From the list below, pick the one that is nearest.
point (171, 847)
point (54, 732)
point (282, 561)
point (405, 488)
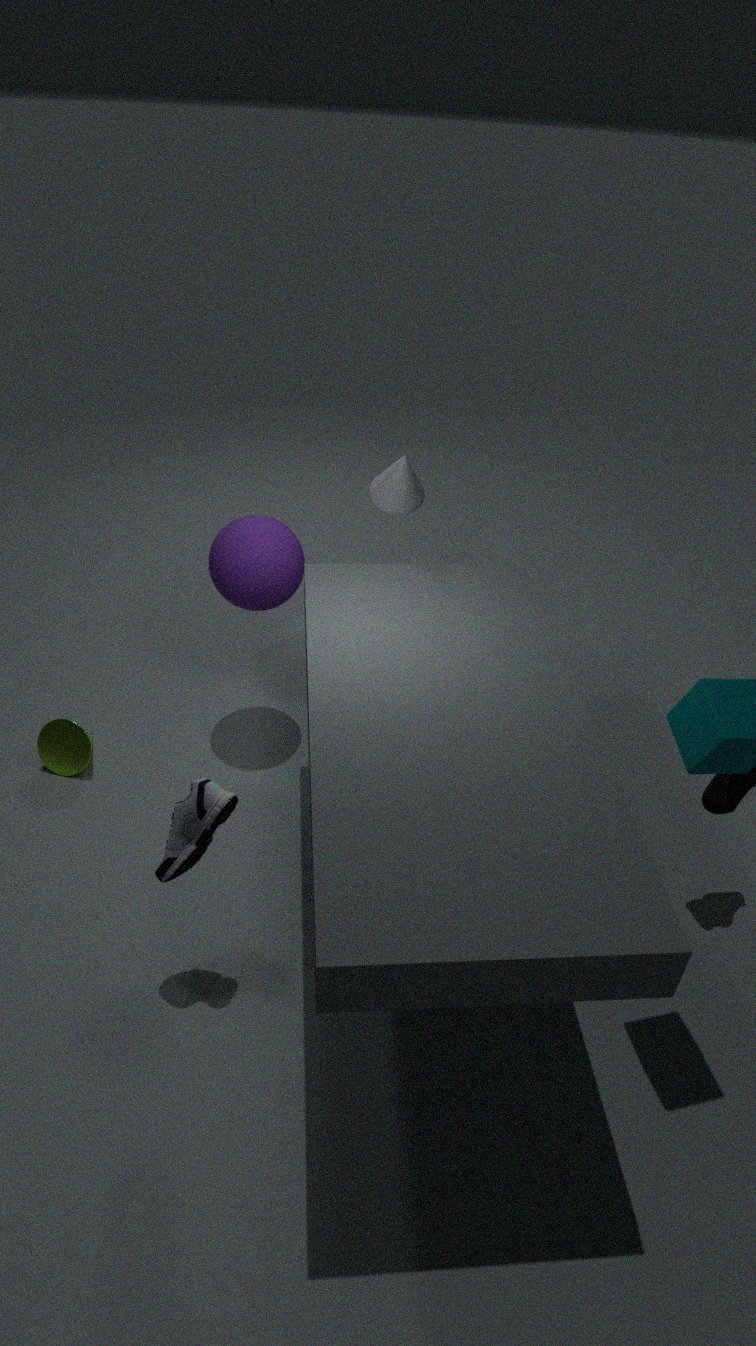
point (171, 847)
